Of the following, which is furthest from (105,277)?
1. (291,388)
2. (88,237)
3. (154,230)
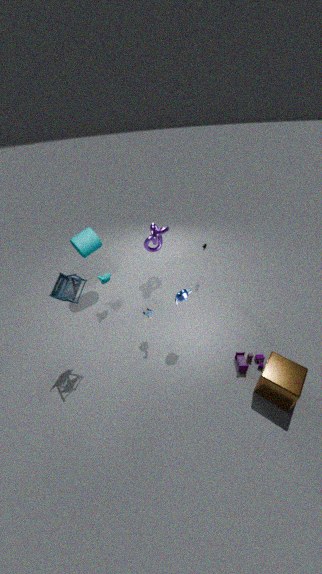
(291,388)
